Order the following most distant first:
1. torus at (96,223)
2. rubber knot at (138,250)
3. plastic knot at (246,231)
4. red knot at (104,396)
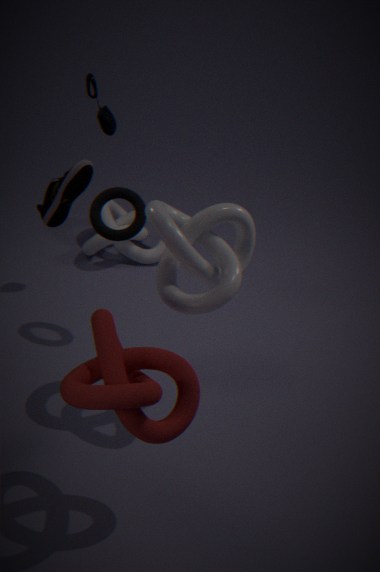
1. rubber knot at (138,250)
2. torus at (96,223)
3. plastic knot at (246,231)
4. red knot at (104,396)
